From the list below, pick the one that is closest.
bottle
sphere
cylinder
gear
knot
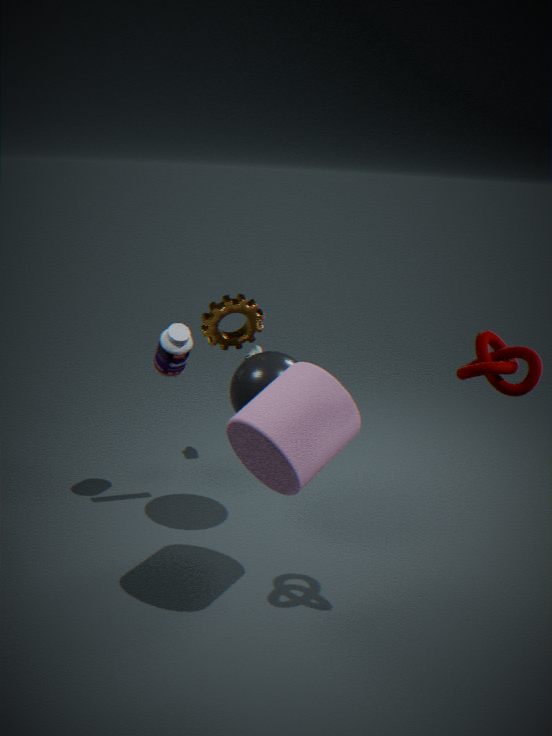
knot
